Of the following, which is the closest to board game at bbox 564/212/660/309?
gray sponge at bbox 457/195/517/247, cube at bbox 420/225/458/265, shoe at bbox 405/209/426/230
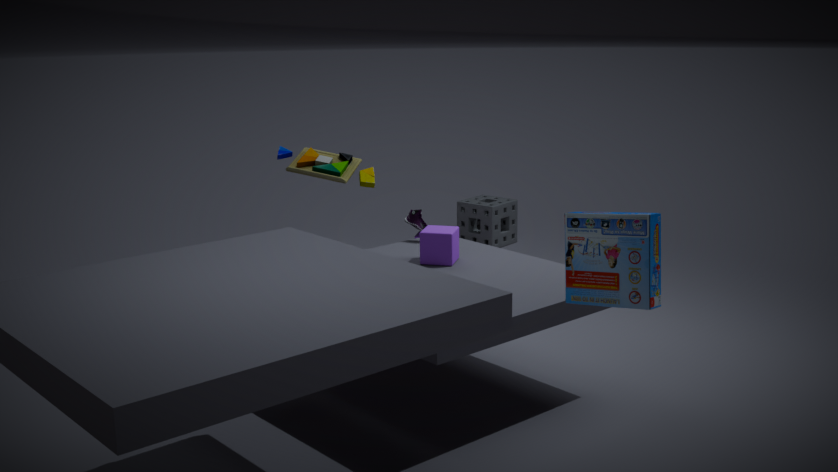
cube at bbox 420/225/458/265
